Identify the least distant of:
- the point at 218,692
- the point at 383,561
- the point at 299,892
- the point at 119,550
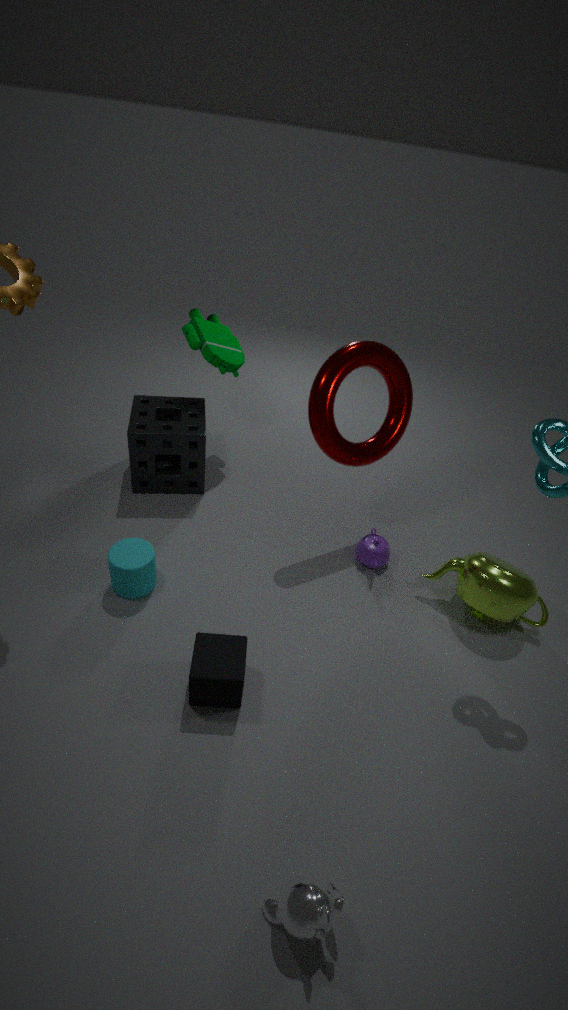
the point at 299,892
